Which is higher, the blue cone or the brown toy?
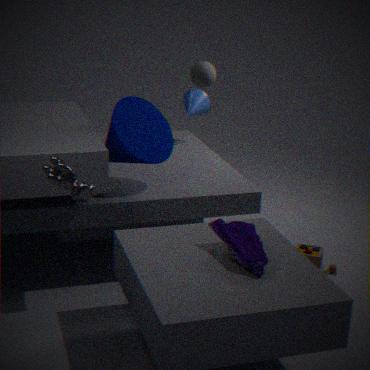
the blue cone
